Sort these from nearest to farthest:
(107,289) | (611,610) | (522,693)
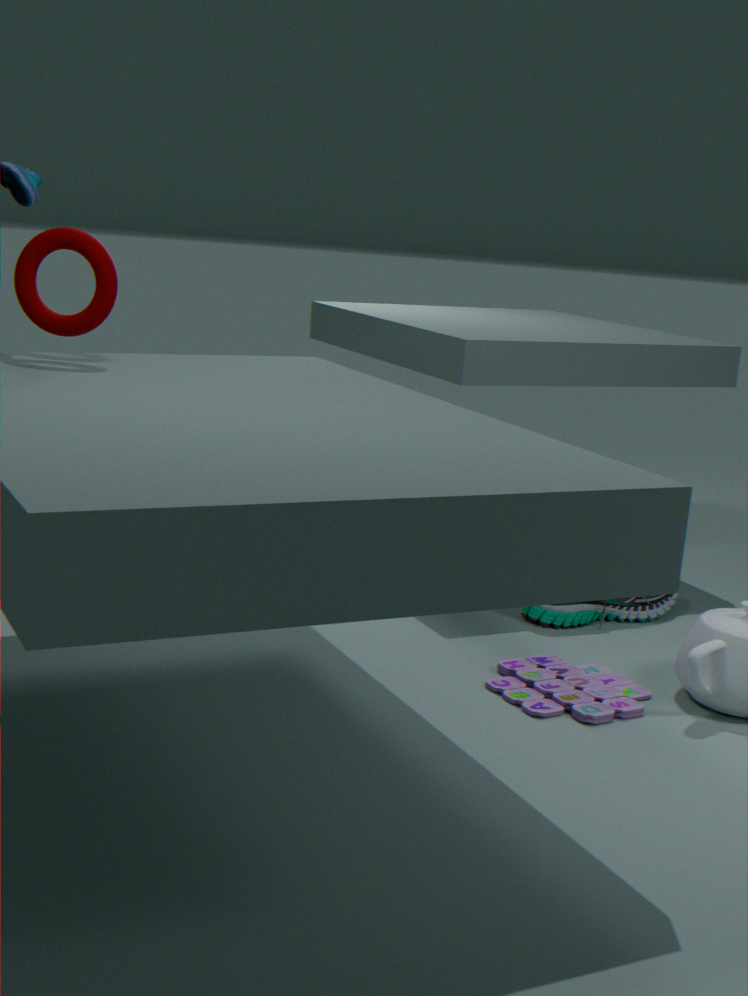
(522,693) → (107,289) → (611,610)
